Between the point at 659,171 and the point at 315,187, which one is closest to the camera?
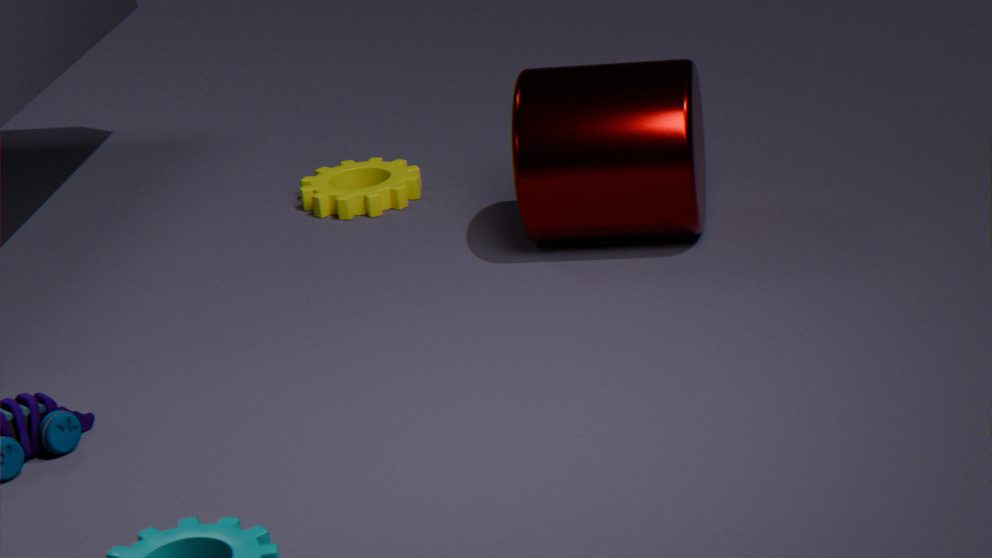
the point at 659,171
